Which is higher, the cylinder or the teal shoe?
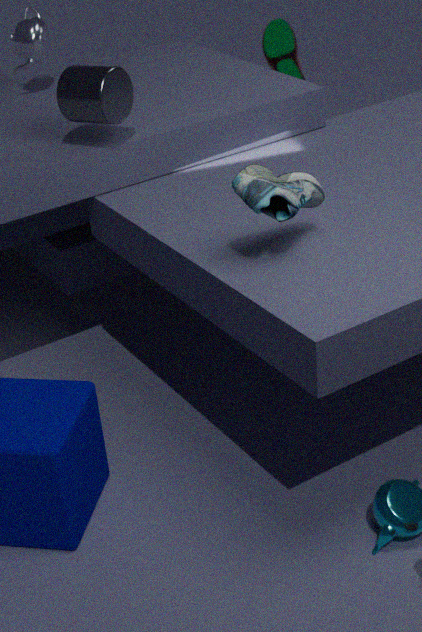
the cylinder
